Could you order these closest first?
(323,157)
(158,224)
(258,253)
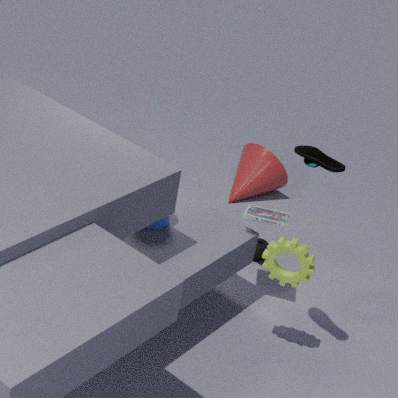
(323,157) < (158,224) < (258,253)
